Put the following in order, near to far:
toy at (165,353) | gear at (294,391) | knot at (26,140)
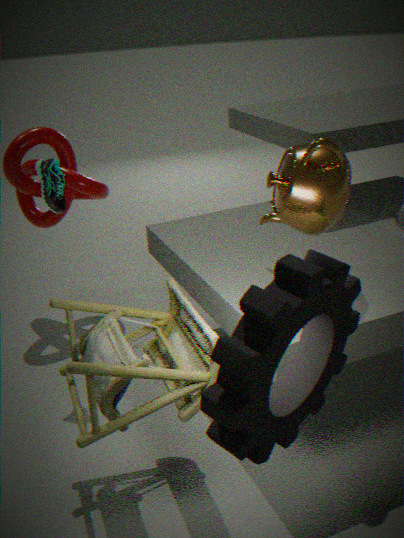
gear at (294,391), toy at (165,353), knot at (26,140)
